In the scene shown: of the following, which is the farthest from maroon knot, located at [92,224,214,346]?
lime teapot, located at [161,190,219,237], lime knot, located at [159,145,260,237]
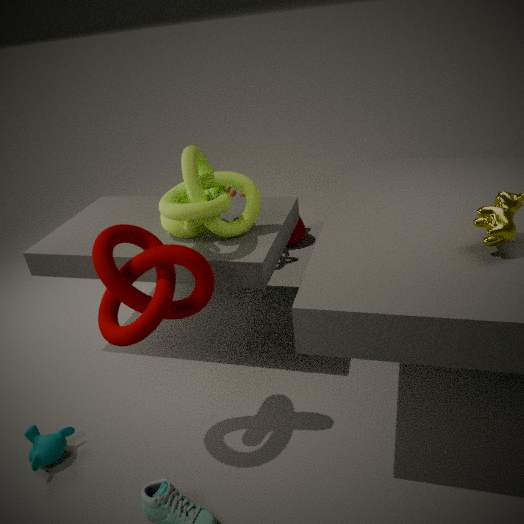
lime teapot, located at [161,190,219,237]
